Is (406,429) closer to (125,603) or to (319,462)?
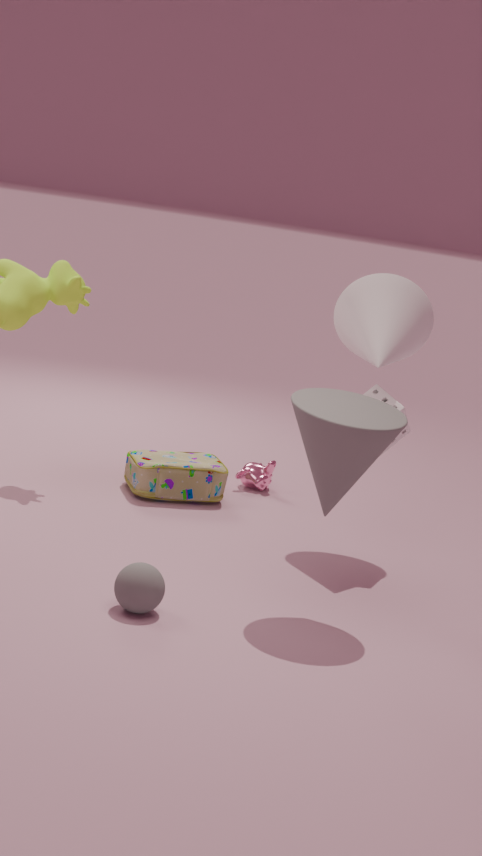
(319,462)
